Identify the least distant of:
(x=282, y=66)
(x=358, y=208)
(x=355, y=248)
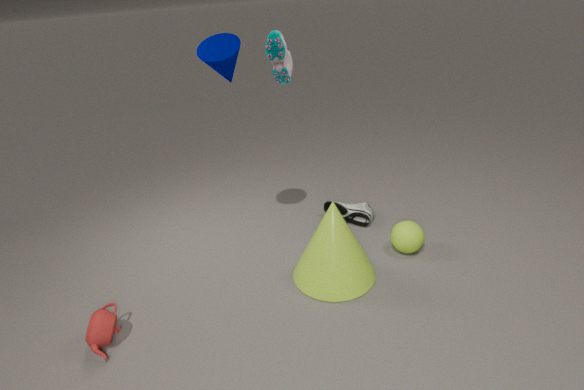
(x=282, y=66)
